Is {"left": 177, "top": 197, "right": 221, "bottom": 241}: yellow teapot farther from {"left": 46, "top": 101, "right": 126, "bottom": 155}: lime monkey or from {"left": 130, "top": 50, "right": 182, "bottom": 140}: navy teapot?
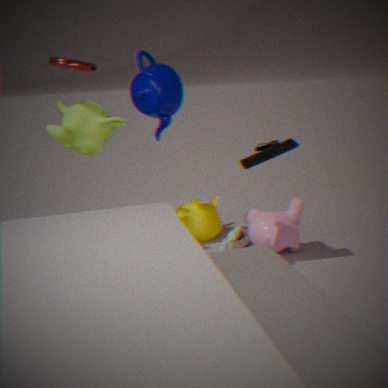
{"left": 46, "top": 101, "right": 126, "bottom": 155}: lime monkey
